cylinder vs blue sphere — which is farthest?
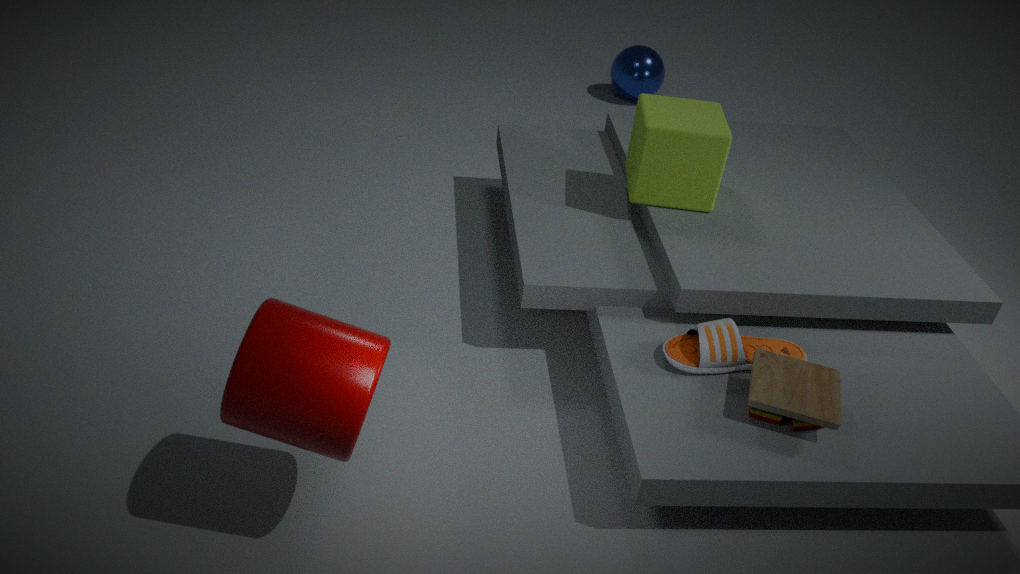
blue sphere
